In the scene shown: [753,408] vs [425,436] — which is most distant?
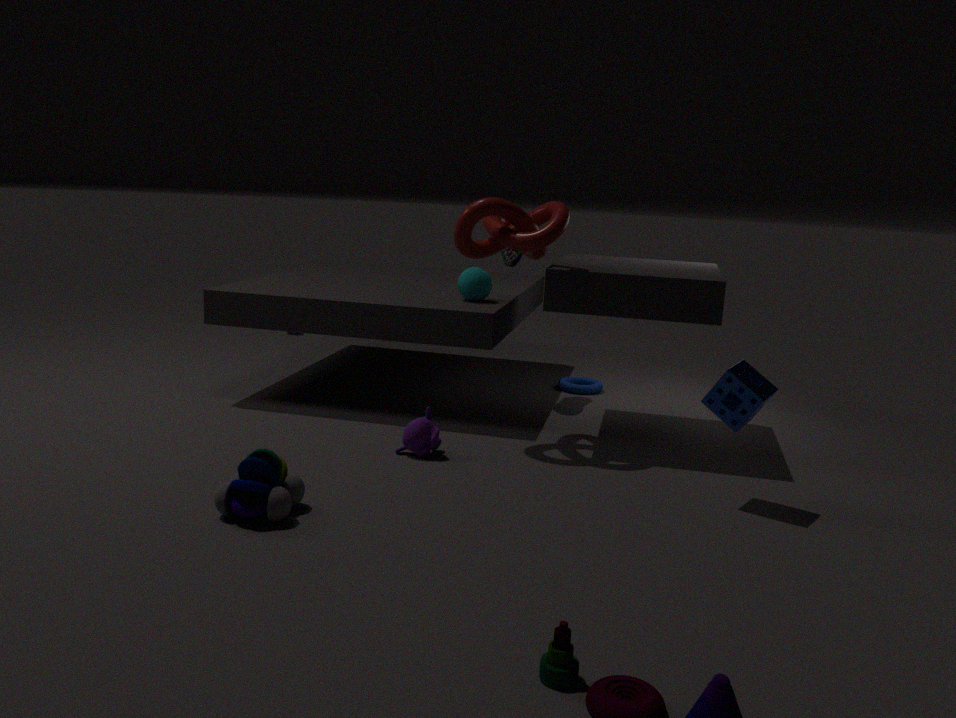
[425,436]
